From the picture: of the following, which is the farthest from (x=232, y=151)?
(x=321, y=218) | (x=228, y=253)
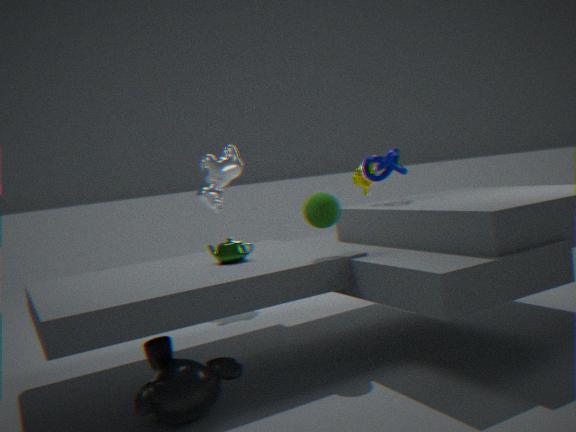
(x=321, y=218)
